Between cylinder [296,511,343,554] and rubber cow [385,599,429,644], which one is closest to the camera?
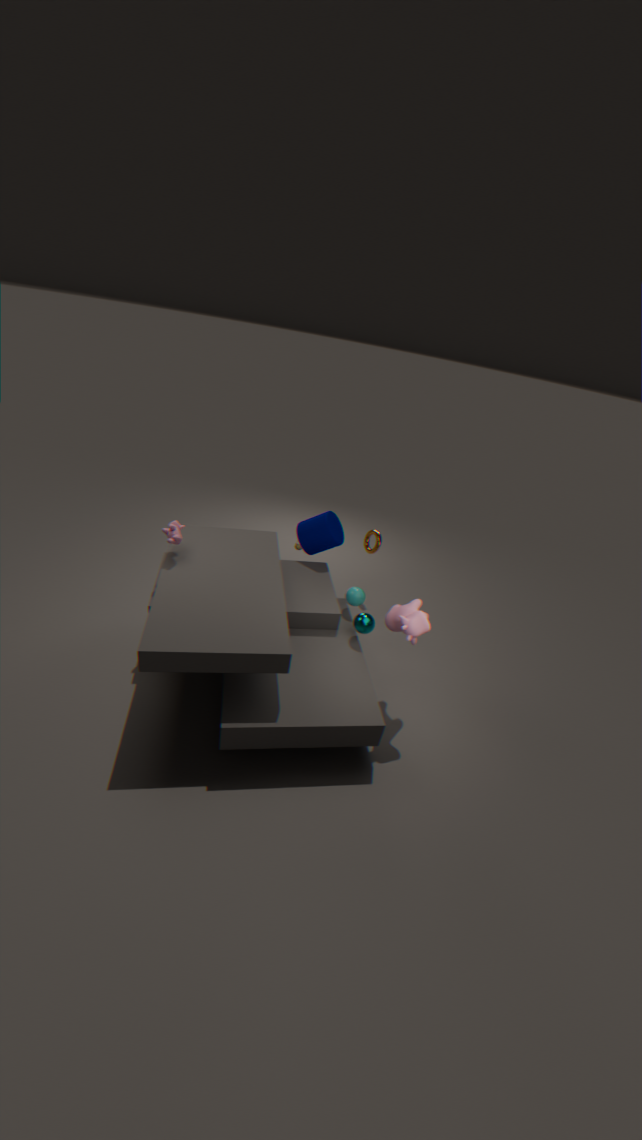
rubber cow [385,599,429,644]
